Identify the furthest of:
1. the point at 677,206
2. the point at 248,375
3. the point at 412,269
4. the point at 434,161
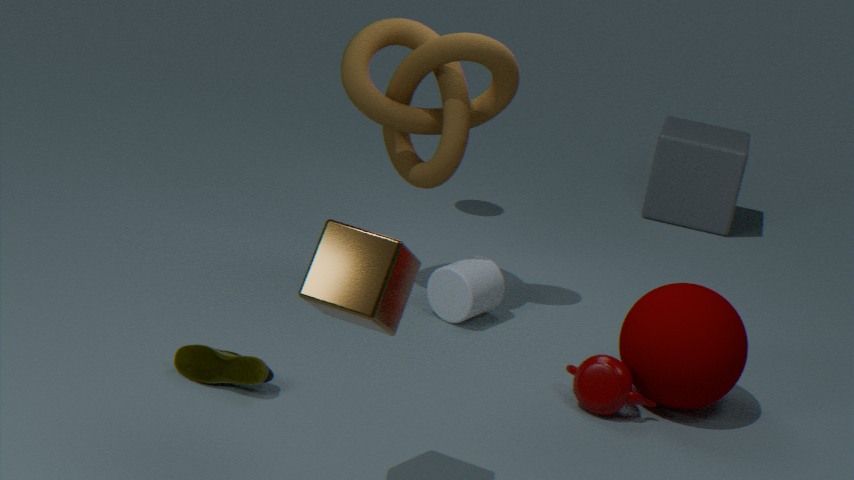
the point at 677,206
